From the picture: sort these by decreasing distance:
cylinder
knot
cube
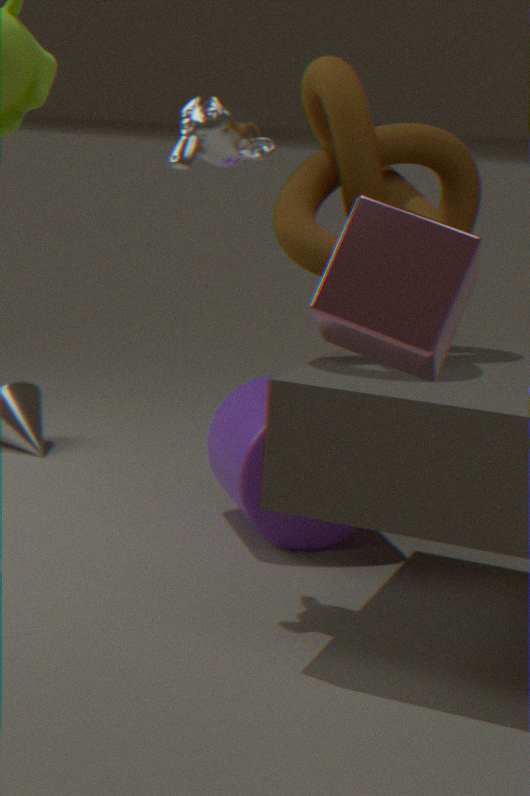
cylinder < knot < cube
